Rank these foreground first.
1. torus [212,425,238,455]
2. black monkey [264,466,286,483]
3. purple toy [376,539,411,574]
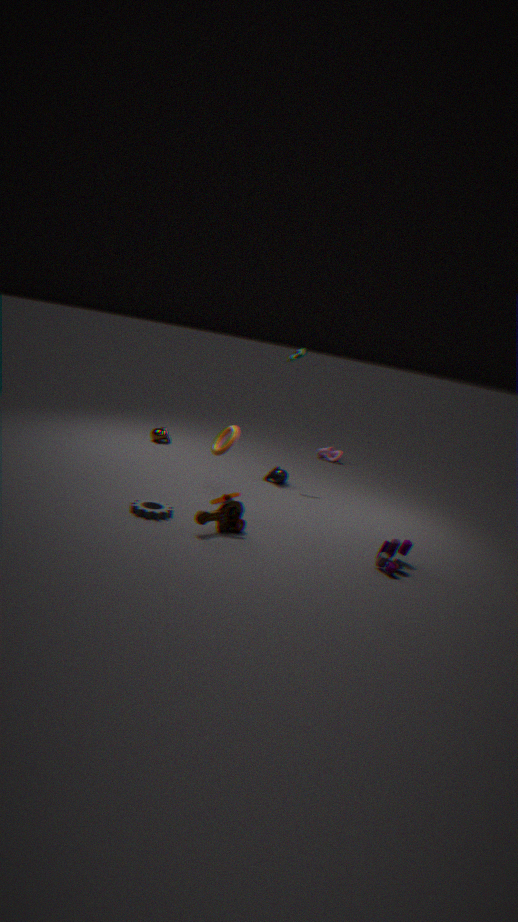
purple toy [376,539,411,574]
torus [212,425,238,455]
black monkey [264,466,286,483]
